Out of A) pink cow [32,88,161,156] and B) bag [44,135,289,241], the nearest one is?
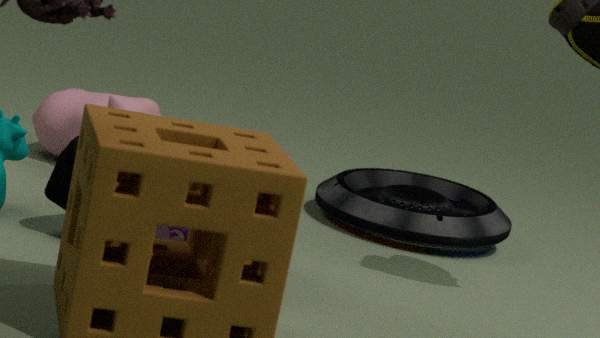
B. bag [44,135,289,241]
